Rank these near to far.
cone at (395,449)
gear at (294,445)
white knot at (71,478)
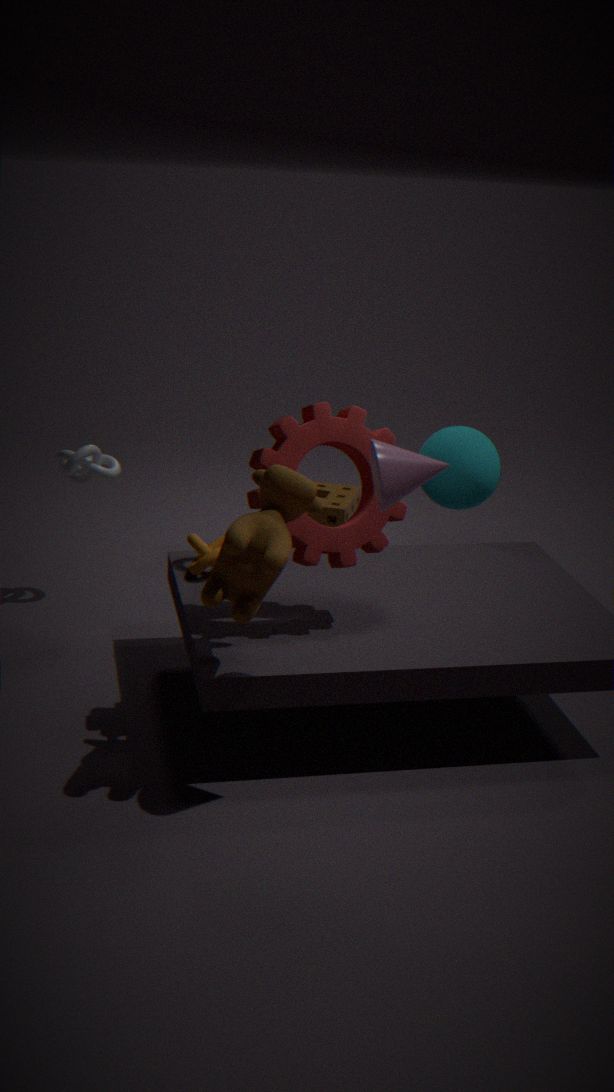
cone at (395,449) → gear at (294,445) → white knot at (71,478)
